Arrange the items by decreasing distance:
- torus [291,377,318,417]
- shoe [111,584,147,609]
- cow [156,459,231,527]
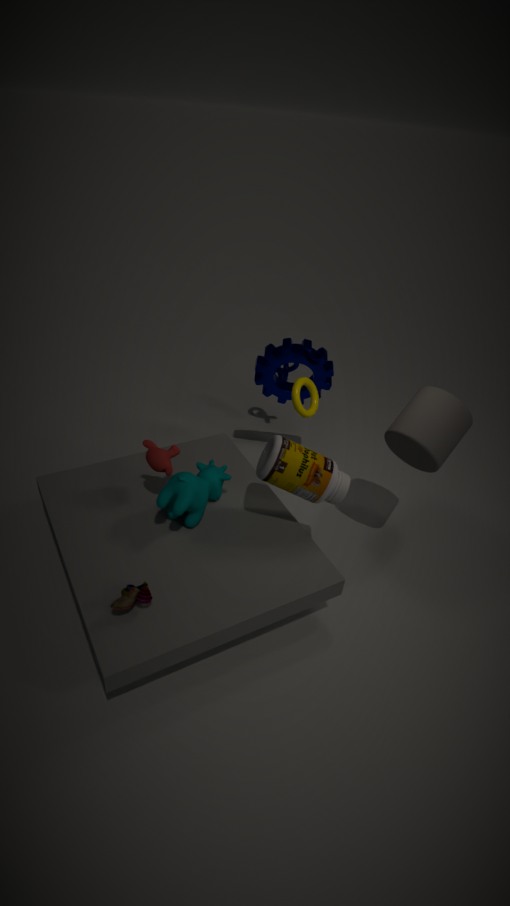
1. torus [291,377,318,417]
2. cow [156,459,231,527]
3. shoe [111,584,147,609]
